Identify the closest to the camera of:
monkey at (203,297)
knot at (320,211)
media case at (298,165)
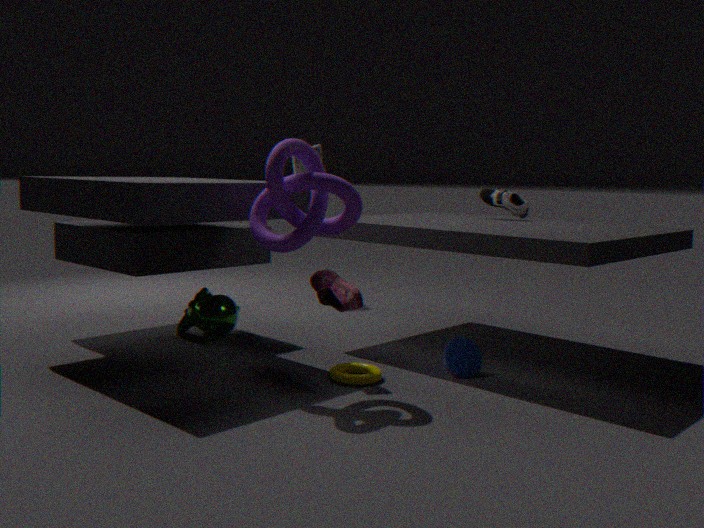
knot at (320,211)
